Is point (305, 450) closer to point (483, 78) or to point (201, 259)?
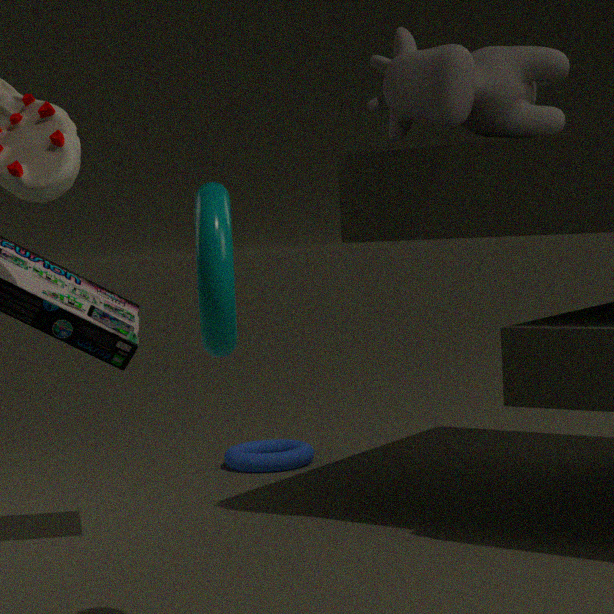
point (483, 78)
